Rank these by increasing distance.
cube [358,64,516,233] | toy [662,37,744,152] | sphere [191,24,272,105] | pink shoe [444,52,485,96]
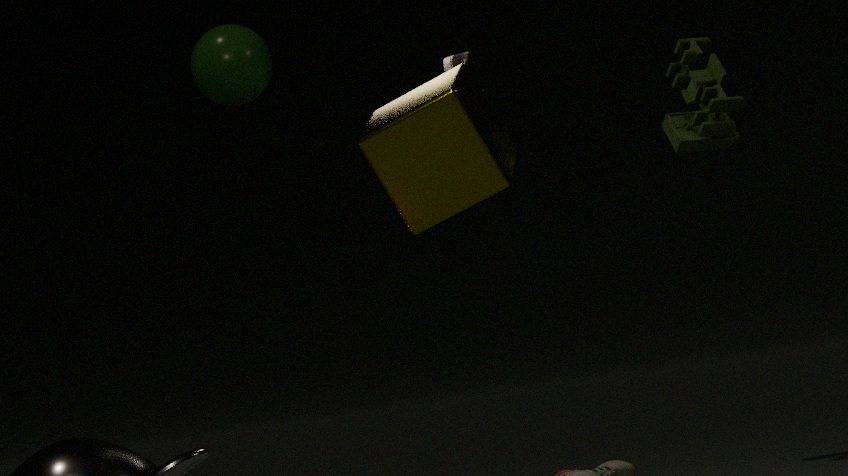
1. cube [358,64,516,233]
2. sphere [191,24,272,105]
3. pink shoe [444,52,485,96]
4. toy [662,37,744,152]
